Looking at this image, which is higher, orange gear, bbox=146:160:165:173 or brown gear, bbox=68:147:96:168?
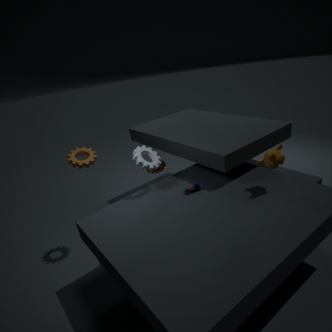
brown gear, bbox=68:147:96:168
